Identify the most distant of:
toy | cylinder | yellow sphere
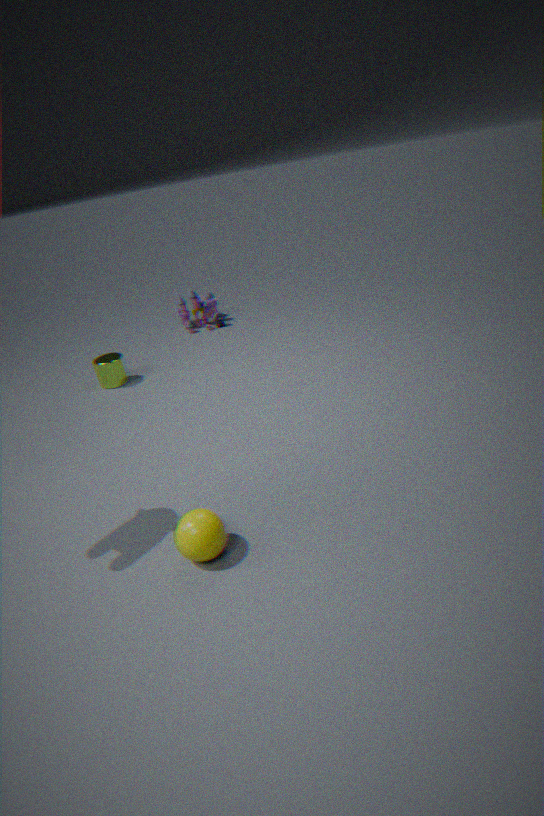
toy
